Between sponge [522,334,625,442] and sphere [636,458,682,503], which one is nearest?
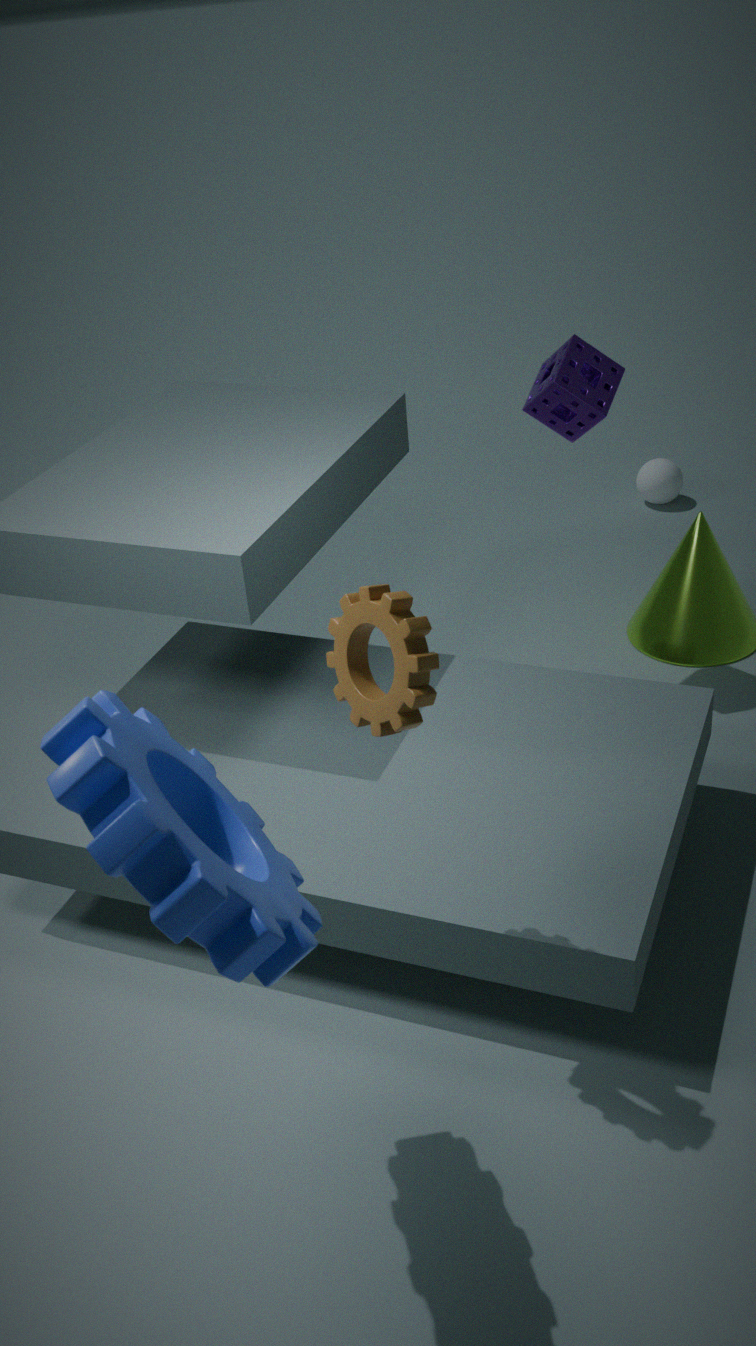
sponge [522,334,625,442]
